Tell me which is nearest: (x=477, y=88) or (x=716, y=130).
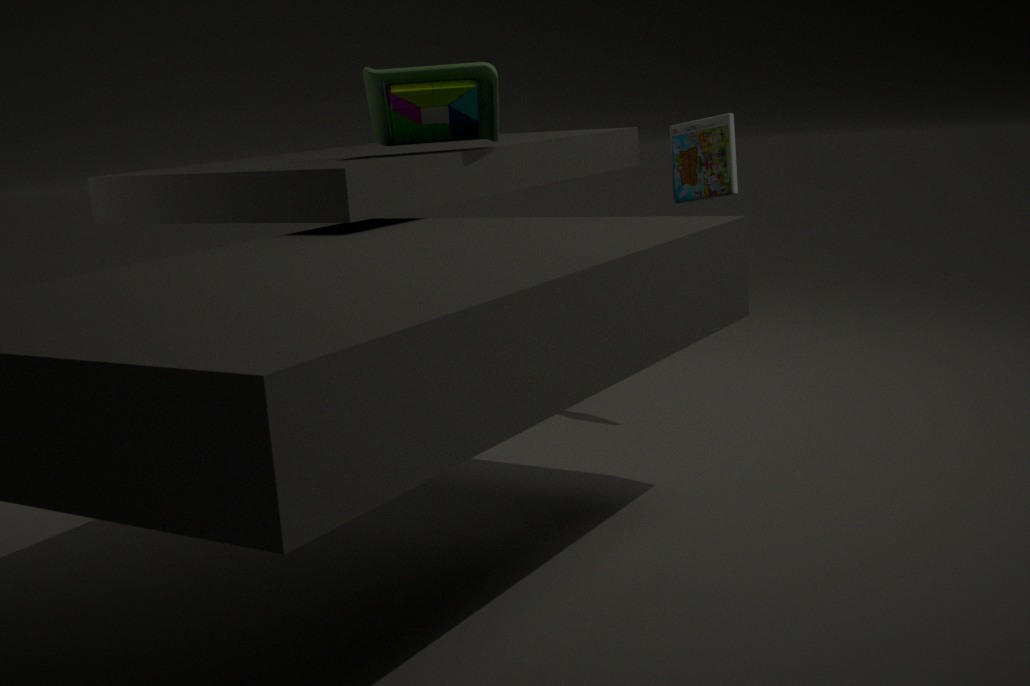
(x=477, y=88)
